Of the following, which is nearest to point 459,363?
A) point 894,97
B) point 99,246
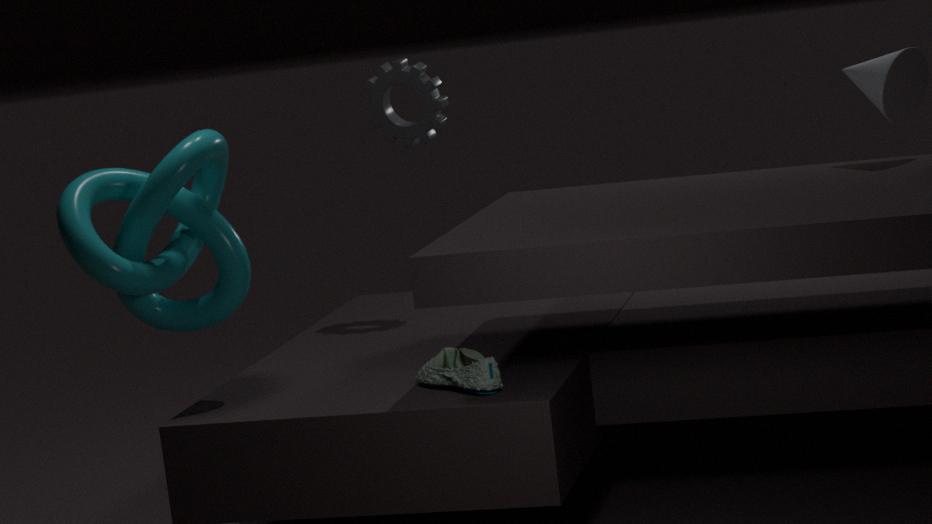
point 99,246
